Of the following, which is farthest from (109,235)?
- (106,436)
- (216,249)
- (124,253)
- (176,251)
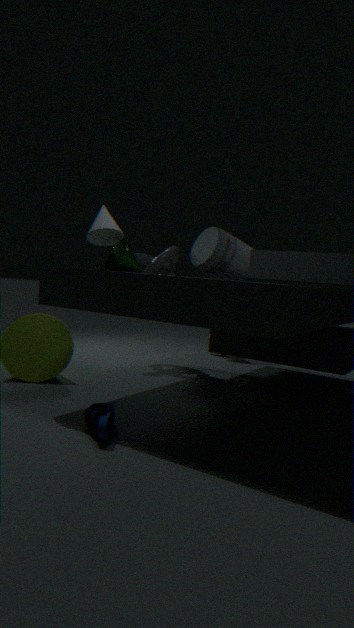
(106,436)
